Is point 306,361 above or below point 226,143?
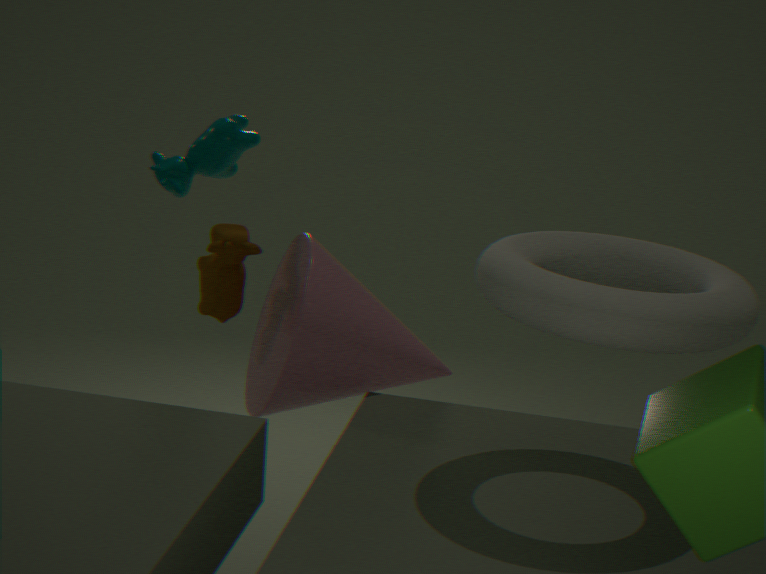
below
